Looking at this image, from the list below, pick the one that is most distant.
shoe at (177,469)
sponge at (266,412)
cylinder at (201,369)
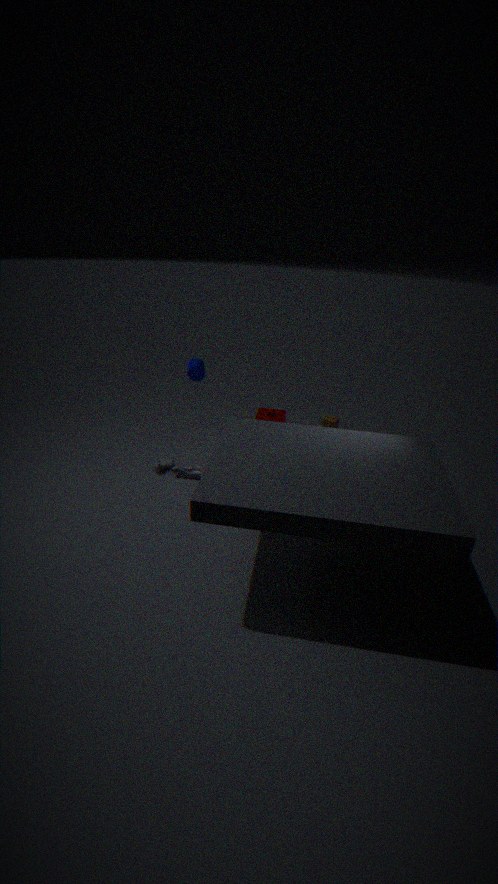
sponge at (266,412)
